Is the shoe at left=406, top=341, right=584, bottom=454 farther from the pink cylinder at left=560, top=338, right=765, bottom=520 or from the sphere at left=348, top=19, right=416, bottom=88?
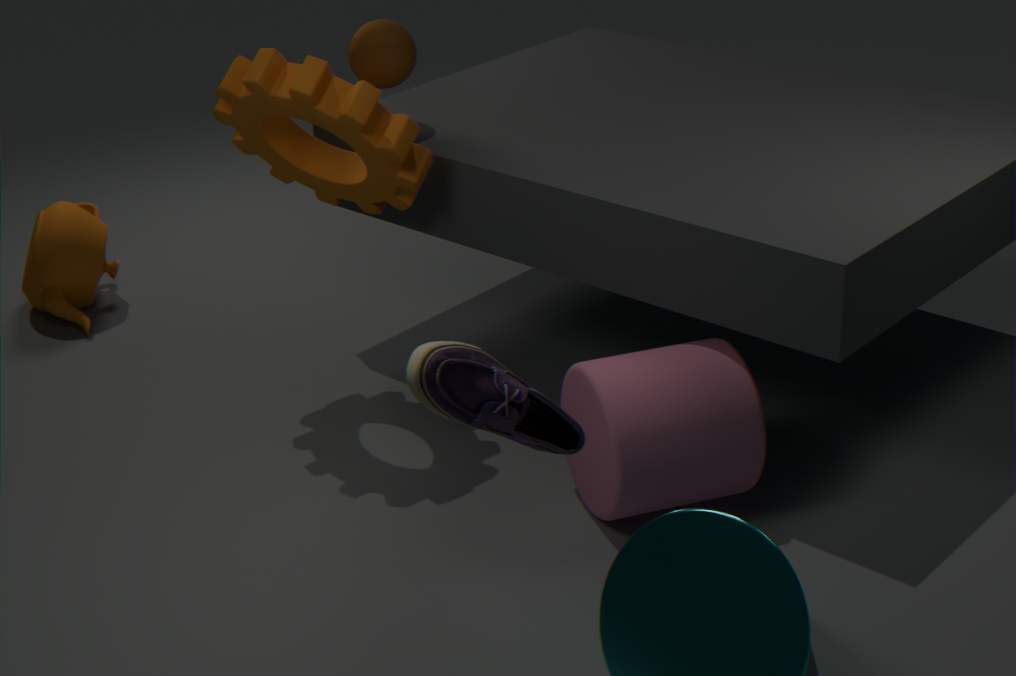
the sphere at left=348, top=19, right=416, bottom=88
